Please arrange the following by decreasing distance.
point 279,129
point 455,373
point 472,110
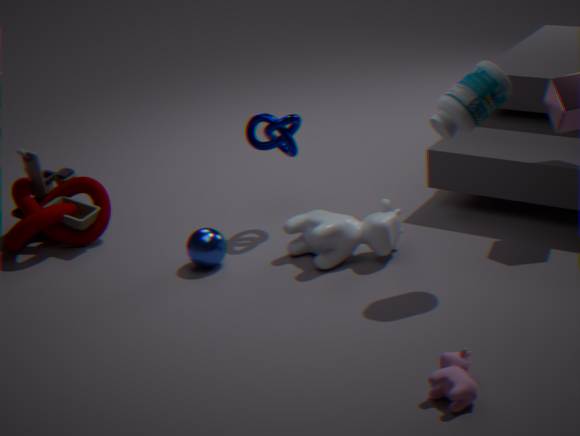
point 279,129, point 472,110, point 455,373
